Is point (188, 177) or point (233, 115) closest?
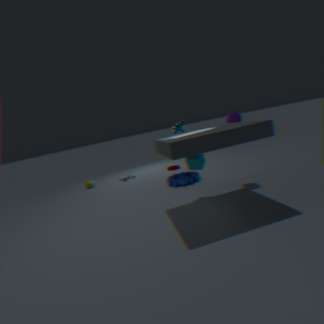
point (233, 115)
